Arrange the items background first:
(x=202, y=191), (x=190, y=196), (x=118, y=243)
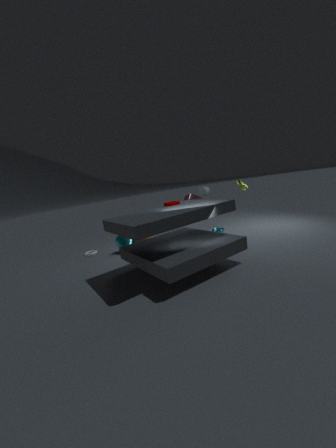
(x=190, y=196) → (x=202, y=191) → (x=118, y=243)
